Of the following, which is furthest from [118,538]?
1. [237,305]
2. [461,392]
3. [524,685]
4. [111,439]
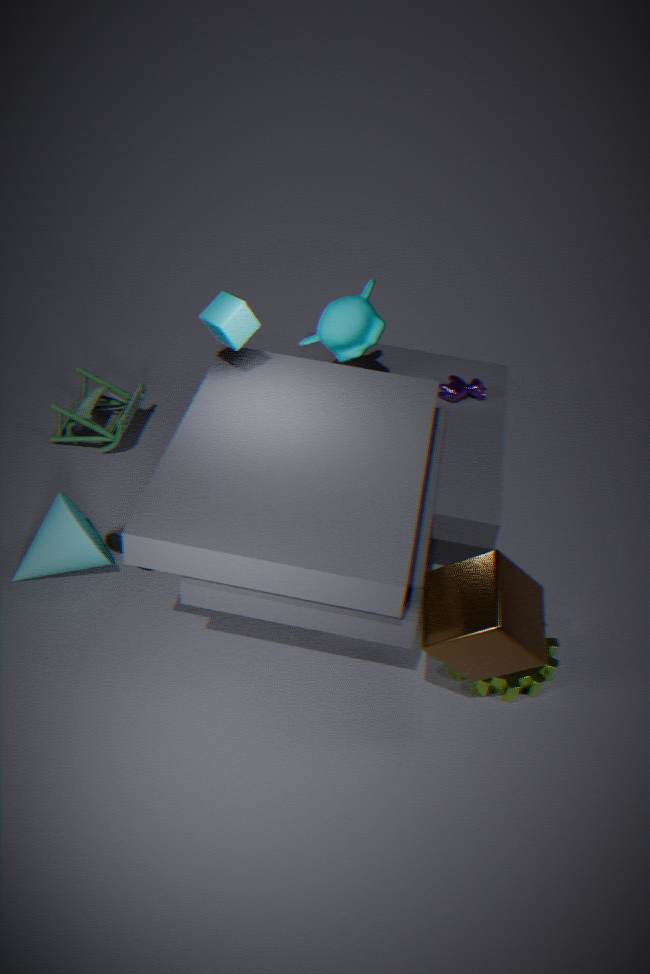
[461,392]
